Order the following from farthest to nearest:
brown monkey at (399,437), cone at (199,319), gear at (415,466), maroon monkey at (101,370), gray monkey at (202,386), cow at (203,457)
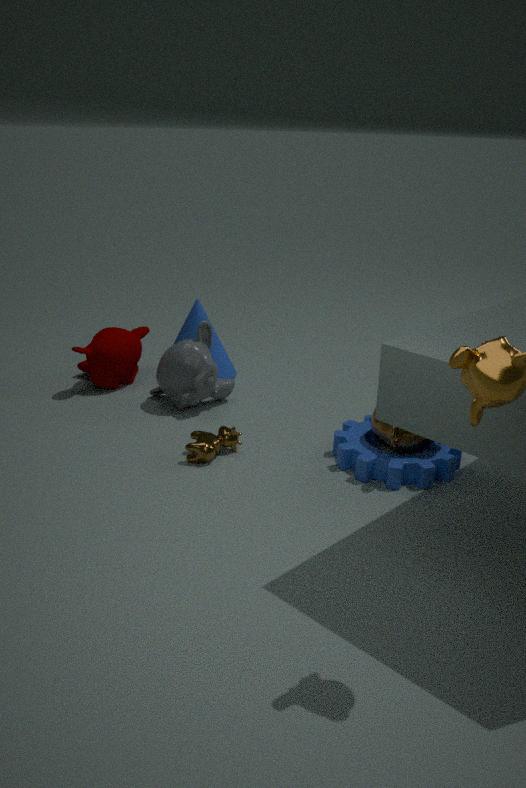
cone at (199,319), maroon monkey at (101,370), gray monkey at (202,386), cow at (203,457), gear at (415,466), brown monkey at (399,437)
